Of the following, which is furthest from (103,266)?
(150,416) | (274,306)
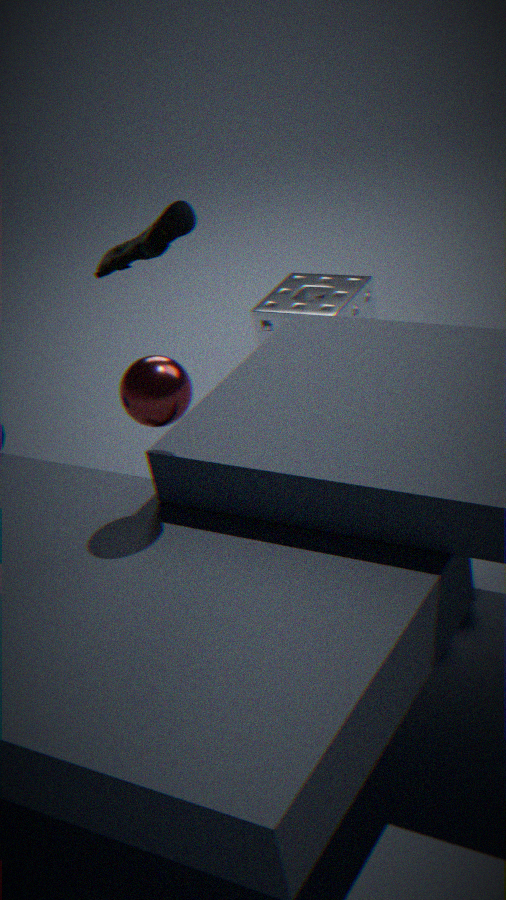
(150,416)
